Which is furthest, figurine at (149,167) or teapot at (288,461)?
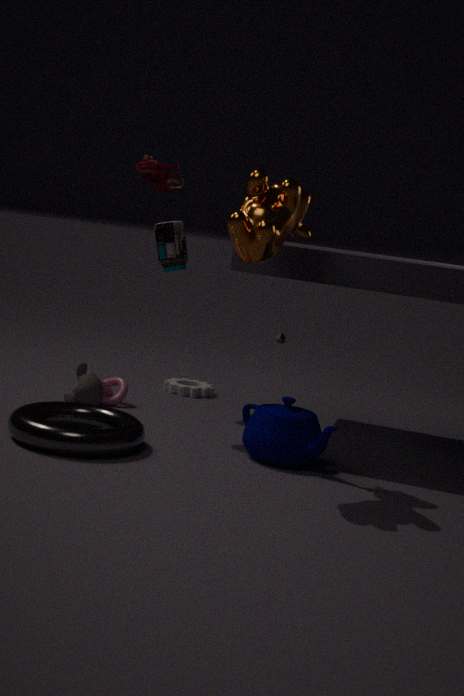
figurine at (149,167)
